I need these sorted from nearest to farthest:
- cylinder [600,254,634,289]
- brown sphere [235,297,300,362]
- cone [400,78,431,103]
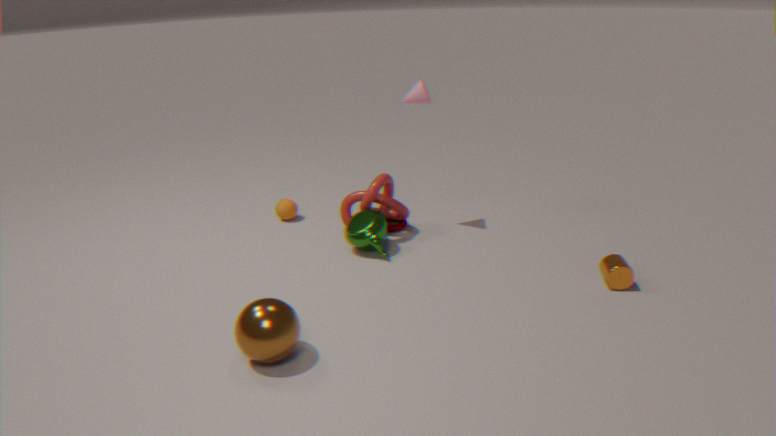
brown sphere [235,297,300,362] < cylinder [600,254,634,289] < cone [400,78,431,103]
